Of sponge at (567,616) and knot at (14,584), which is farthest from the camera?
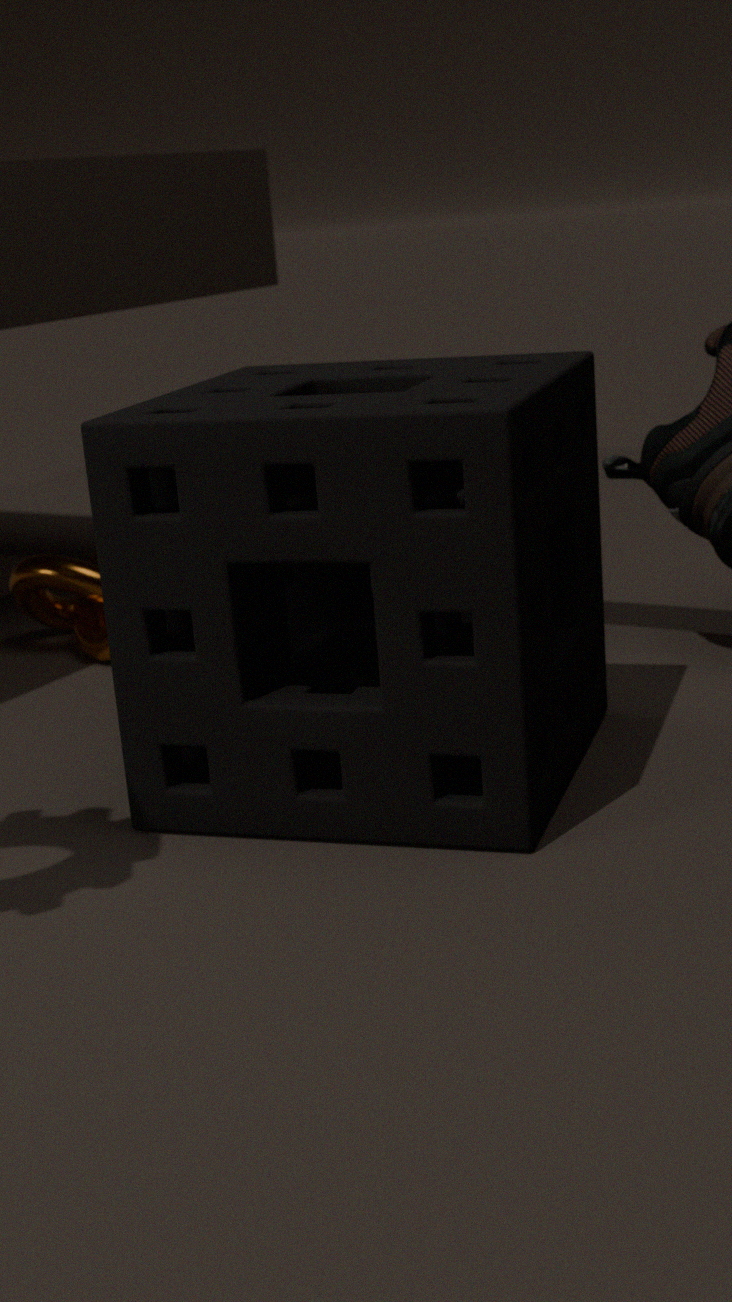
knot at (14,584)
